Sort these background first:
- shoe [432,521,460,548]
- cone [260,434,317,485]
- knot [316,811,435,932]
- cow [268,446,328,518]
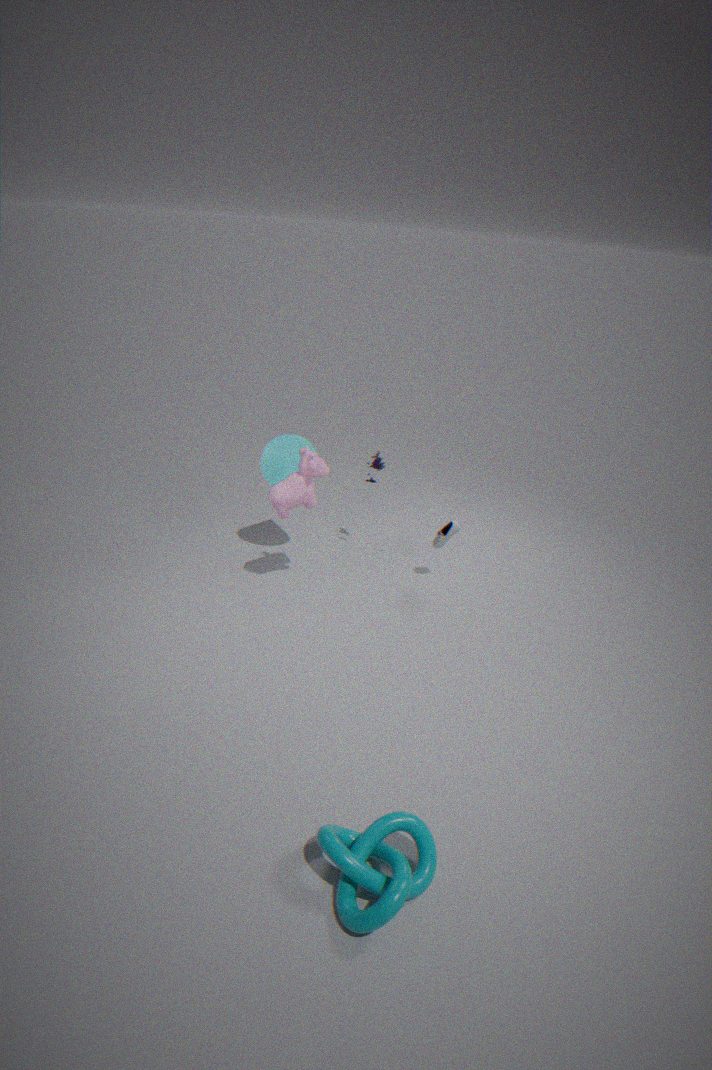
cone [260,434,317,485] < shoe [432,521,460,548] < cow [268,446,328,518] < knot [316,811,435,932]
